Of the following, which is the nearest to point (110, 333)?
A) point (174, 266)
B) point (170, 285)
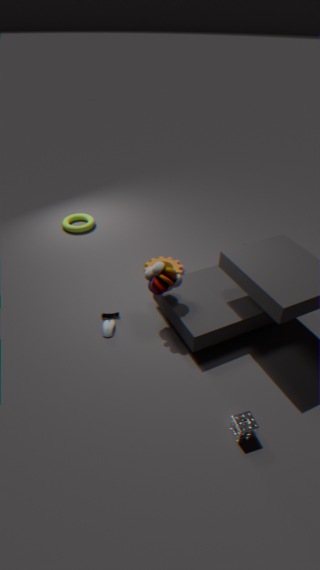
point (170, 285)
